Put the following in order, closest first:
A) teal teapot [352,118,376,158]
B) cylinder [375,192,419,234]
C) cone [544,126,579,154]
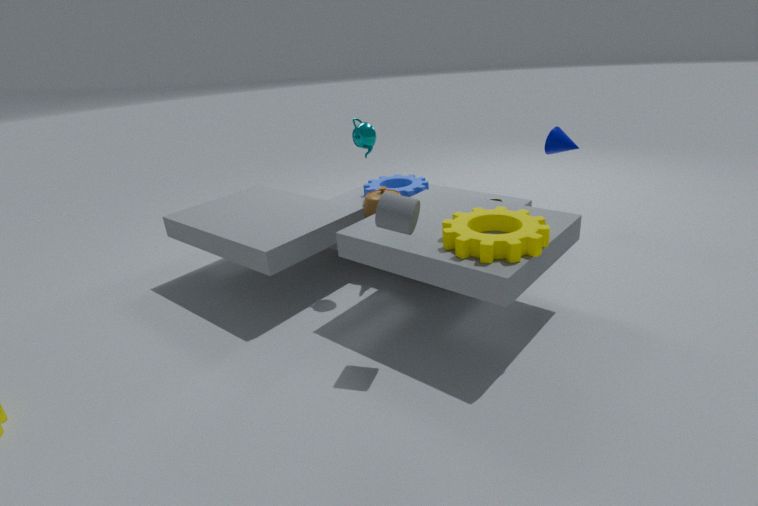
1. cylinder [375,192,419,234]
2. teal teapot [352,118,376,158]
3. cone [544,126,579,154]
